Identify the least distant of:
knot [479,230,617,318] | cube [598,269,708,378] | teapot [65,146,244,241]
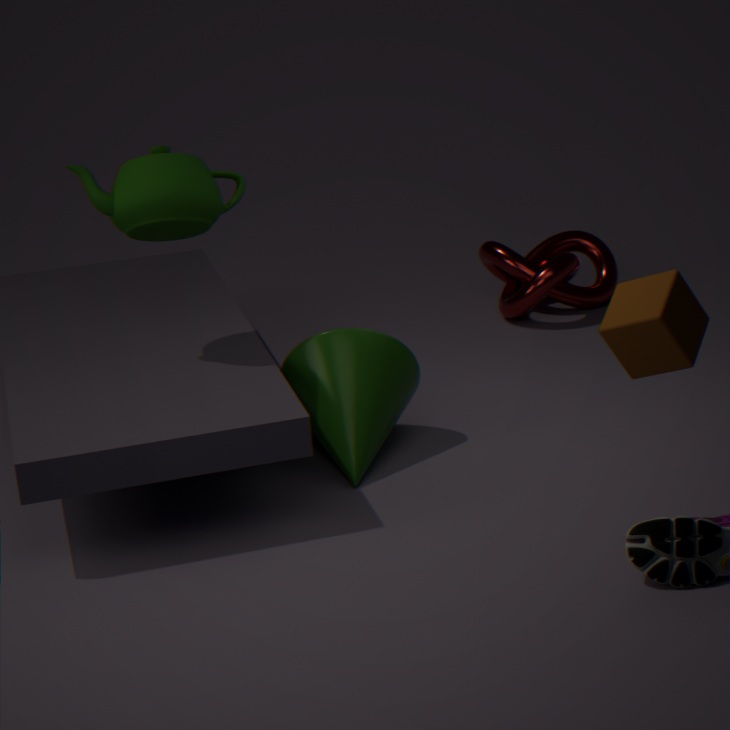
cube [598,269,708,378]
